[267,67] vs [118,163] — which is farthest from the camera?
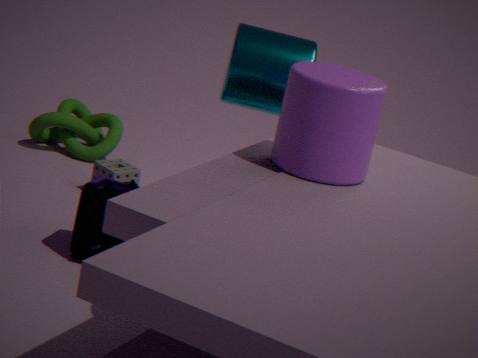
[118,163]
